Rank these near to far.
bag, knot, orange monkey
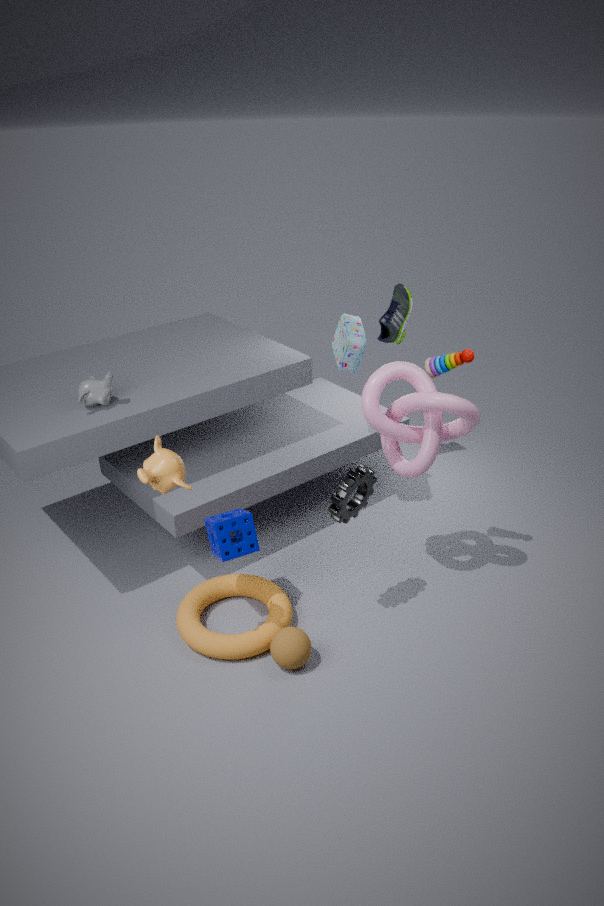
orange monkey
knot
bag
